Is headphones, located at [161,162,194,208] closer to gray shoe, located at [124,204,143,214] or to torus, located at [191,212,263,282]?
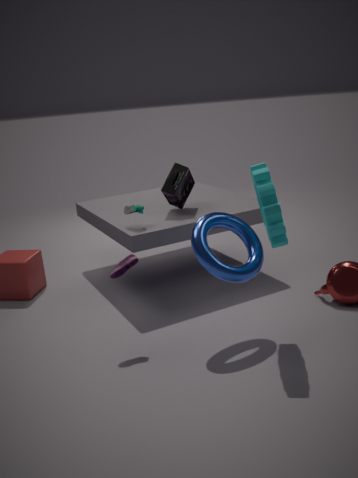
gray shoe, located at [124,204,143,214]
